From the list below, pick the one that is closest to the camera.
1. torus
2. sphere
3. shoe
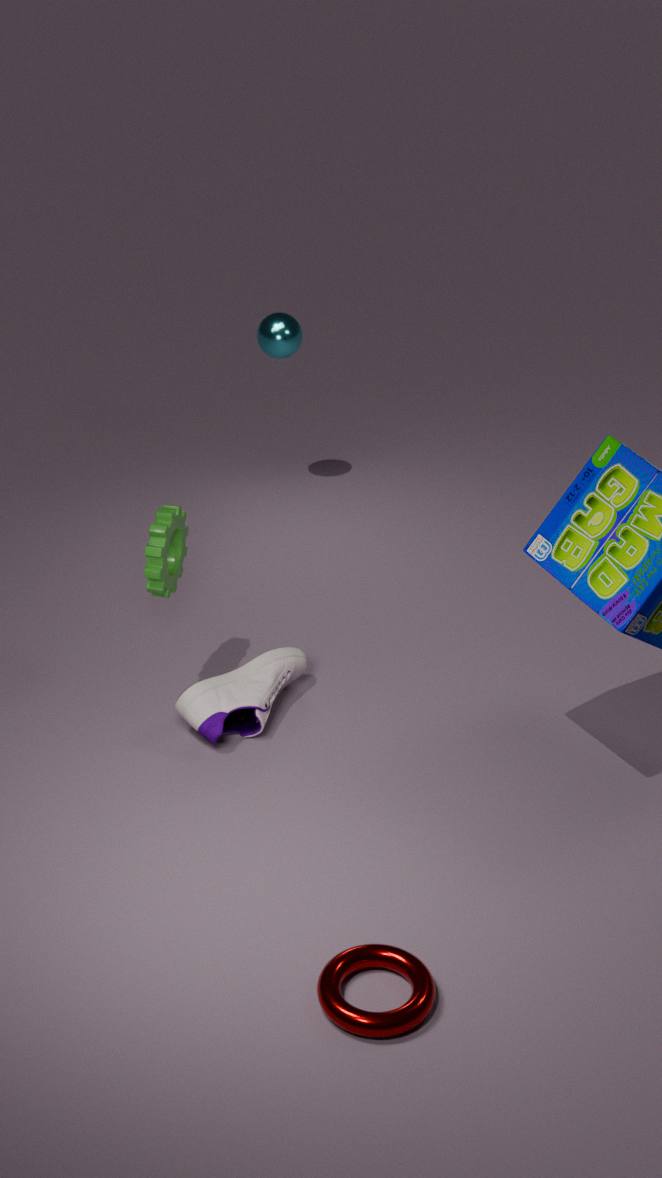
torus
